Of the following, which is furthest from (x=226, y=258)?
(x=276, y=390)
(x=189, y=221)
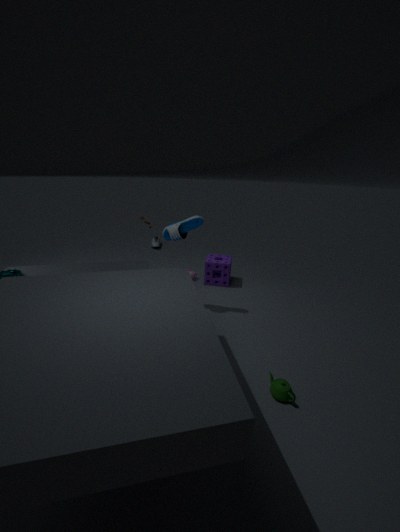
(x=276, y=390)
